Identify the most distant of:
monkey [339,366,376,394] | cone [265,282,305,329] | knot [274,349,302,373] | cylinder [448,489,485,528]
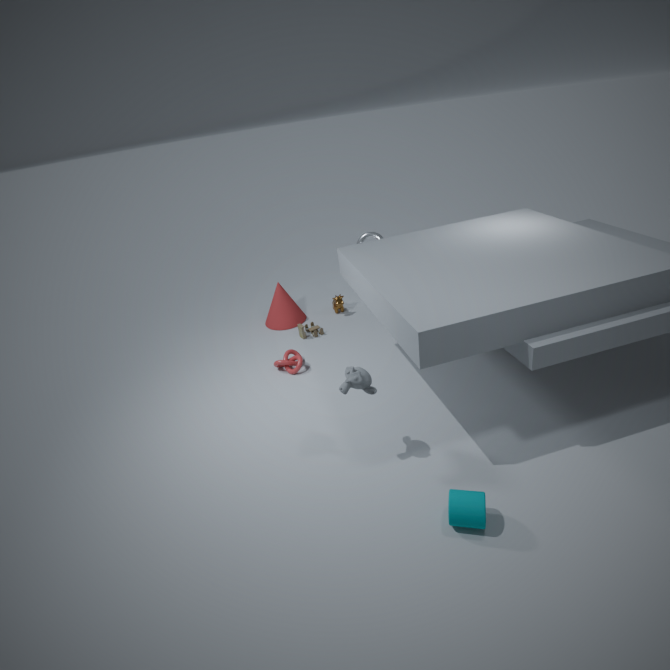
cone [265,282,305,329]
